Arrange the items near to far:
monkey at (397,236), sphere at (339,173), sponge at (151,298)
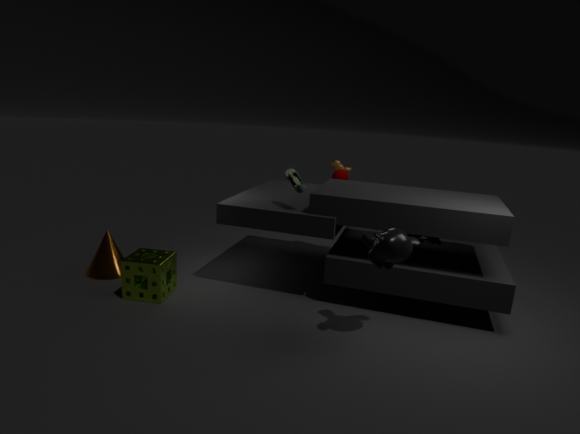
monkey at (397,236) → sponge at (151,298) → sphere at (339,173)
